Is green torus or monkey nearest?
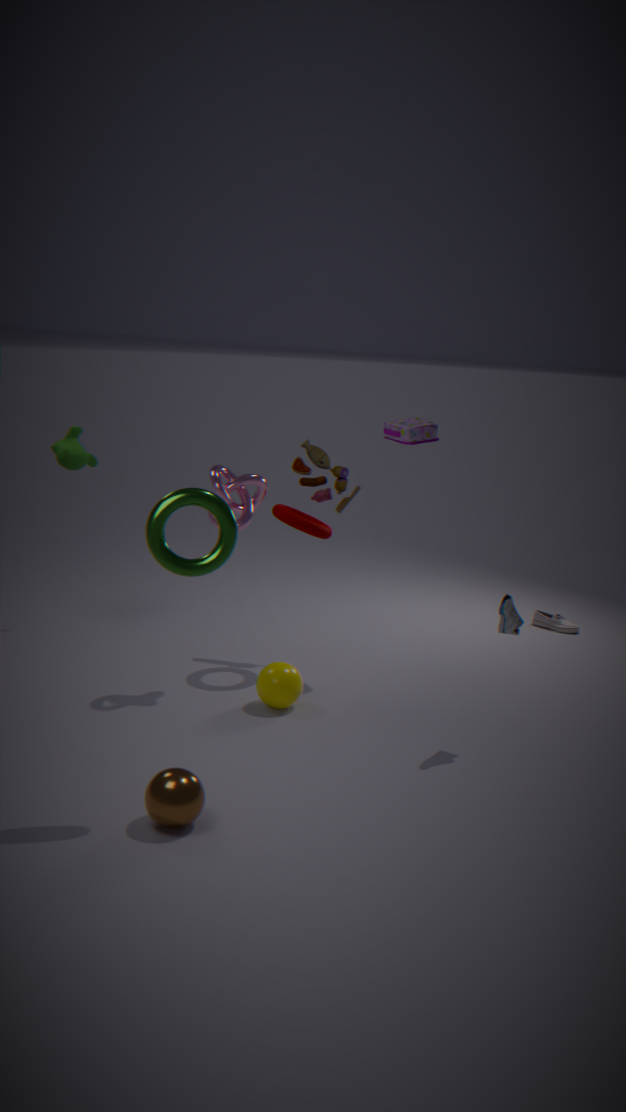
green torus
